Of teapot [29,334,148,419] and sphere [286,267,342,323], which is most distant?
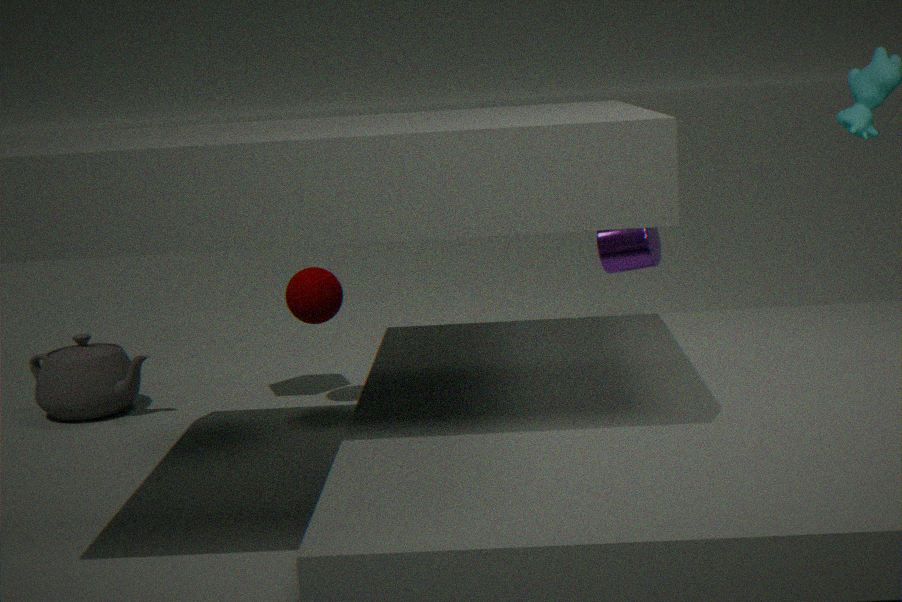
teapot [29,334,148,419]
